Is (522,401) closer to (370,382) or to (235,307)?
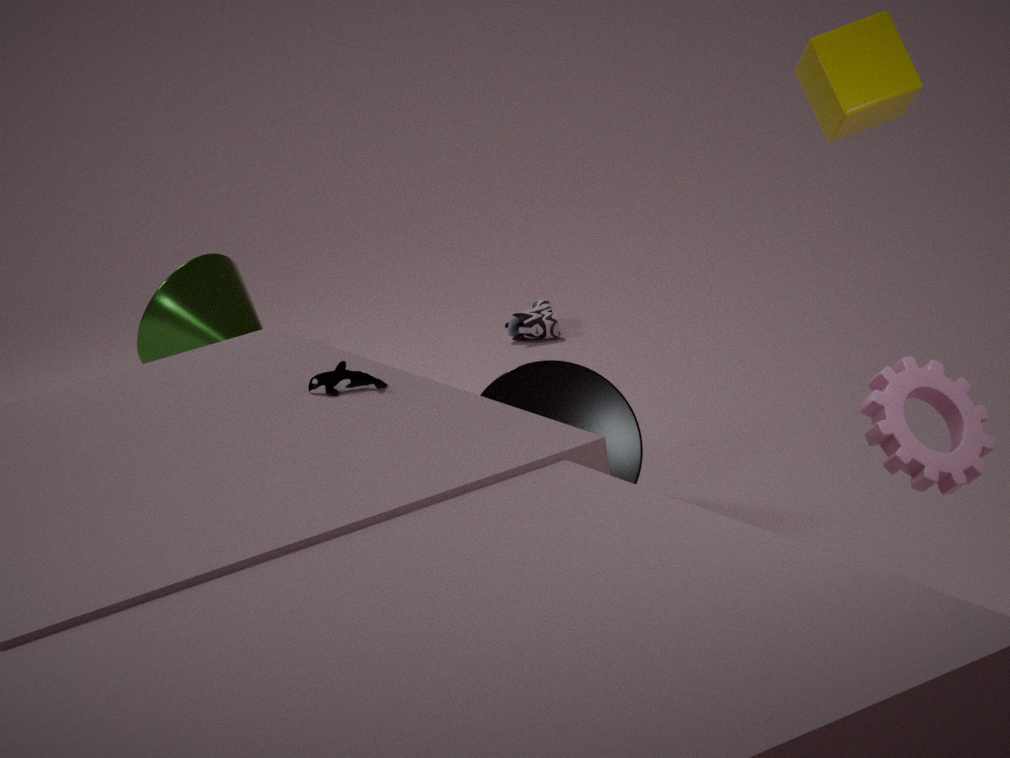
(370,382)
